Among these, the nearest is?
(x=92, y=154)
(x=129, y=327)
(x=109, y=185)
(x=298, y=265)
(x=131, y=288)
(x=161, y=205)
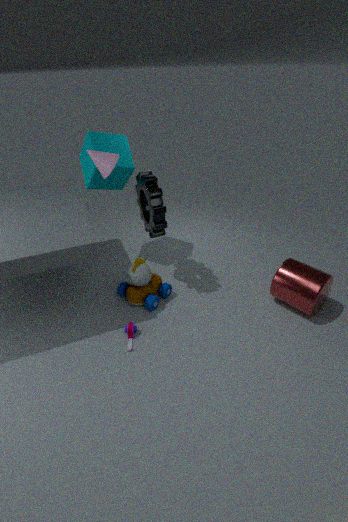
(x=92, y=154)
